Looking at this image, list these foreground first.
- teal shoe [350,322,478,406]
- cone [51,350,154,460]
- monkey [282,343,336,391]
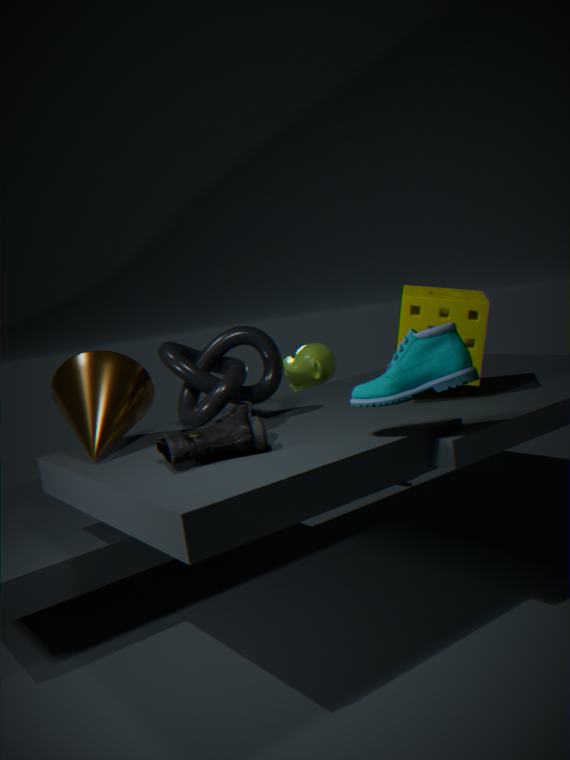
teal shoe [350,322,478,406], cone [51,350,154,460], monkey [282,343,336,391]
